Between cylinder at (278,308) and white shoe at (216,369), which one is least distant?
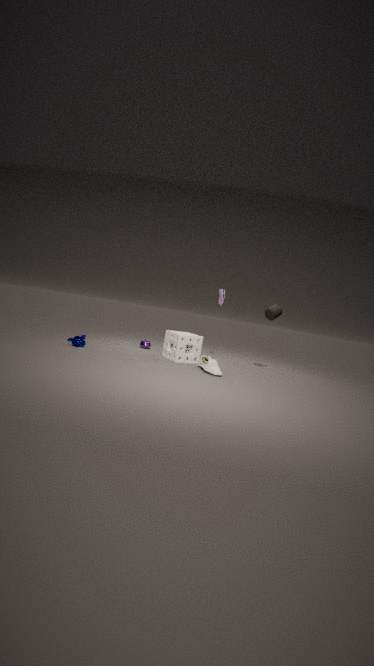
white shoe at (216,369)
